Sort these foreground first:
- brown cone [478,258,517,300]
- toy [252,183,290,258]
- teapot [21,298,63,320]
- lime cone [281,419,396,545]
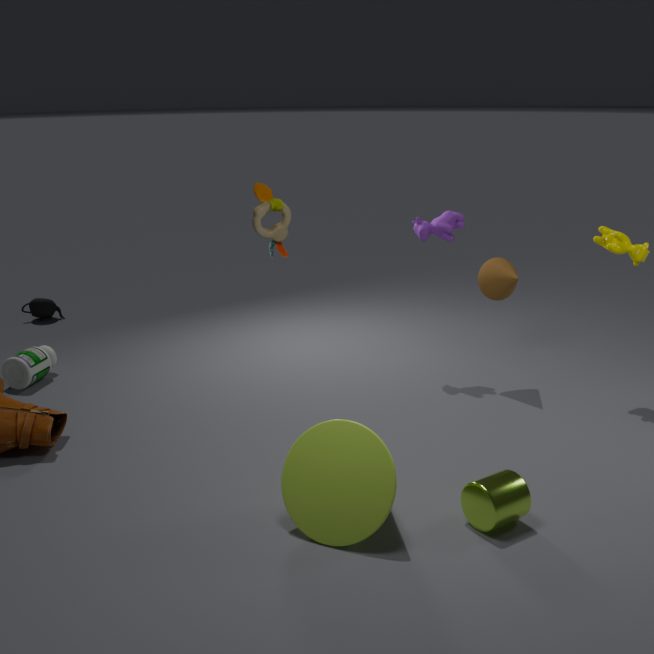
1. lime cone [281,419,396,545]
2. toy [252,183,290,258]
3. brown cone [478,258,517,300]
4. teapot [21,298,63,320]
